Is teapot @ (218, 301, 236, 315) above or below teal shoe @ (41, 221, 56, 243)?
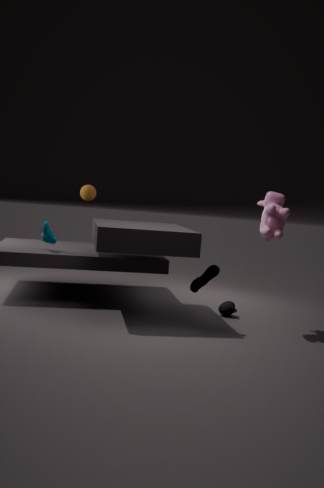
below
